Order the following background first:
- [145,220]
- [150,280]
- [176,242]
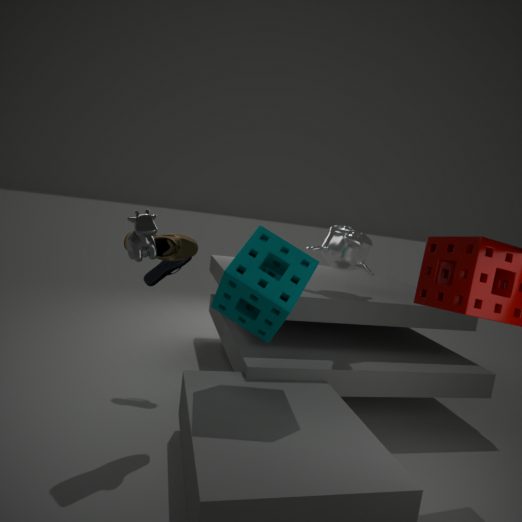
[150,280] < [176,242] < [145,220]
